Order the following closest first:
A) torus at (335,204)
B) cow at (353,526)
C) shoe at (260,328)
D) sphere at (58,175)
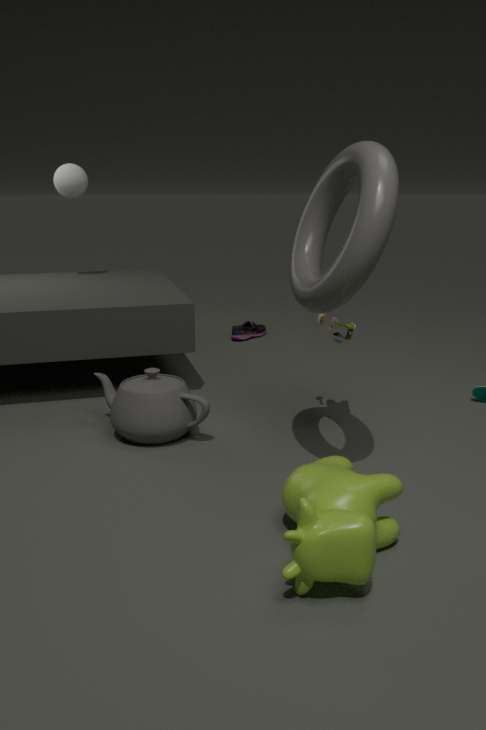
cow at (353,526) → torus at (335,204) → sphere at (58,175) → shoe at (260,328)
